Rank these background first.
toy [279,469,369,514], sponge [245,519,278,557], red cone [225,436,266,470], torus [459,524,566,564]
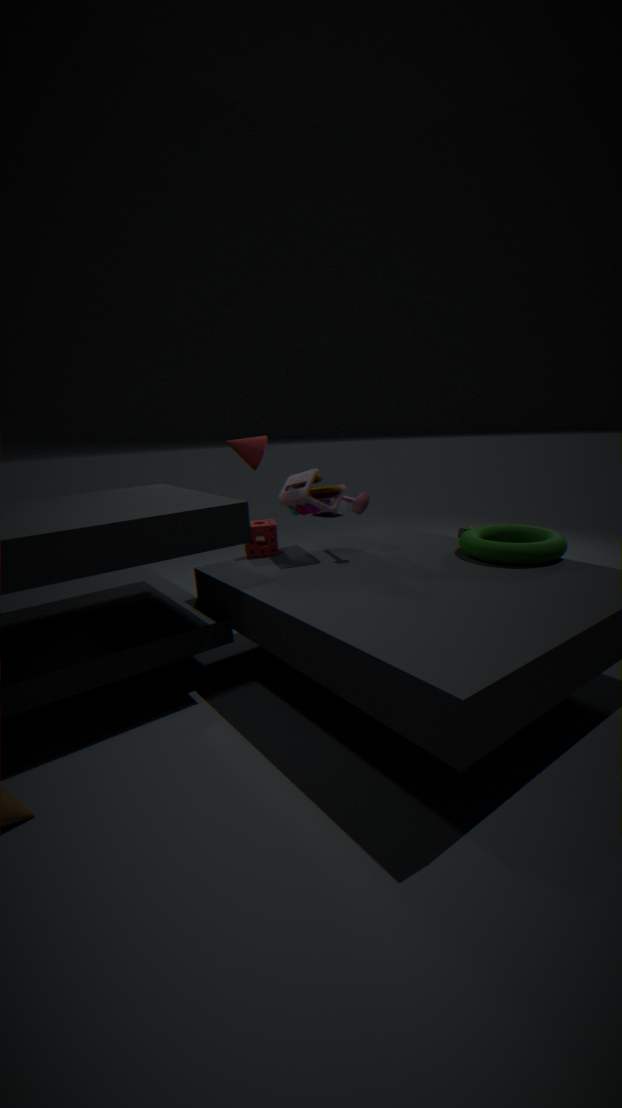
red cone [225,436,266,470] < sponge [245,519,278,557] < toy [279,469,369,514] < torus [459,524,566,564]
